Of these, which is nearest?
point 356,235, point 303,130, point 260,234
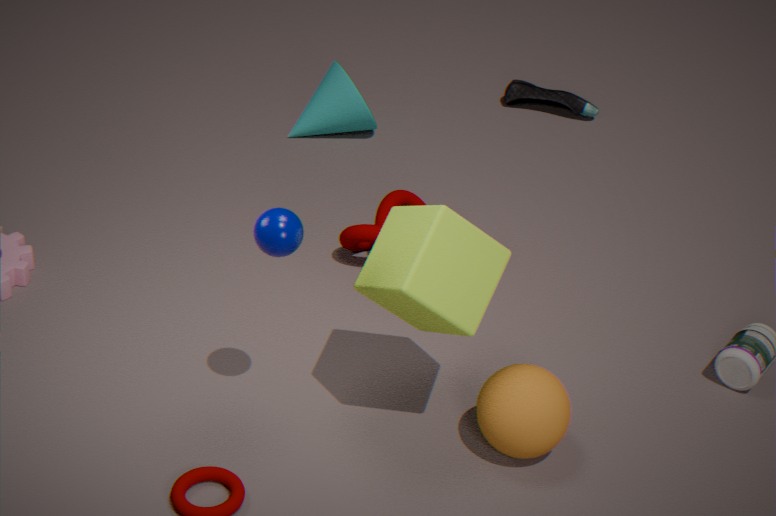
point 260,234
